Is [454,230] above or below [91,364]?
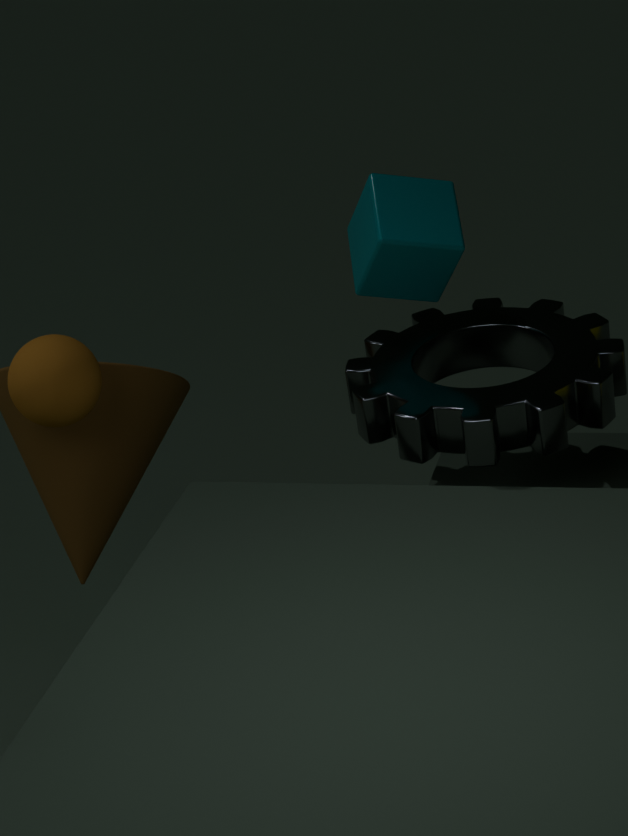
above
